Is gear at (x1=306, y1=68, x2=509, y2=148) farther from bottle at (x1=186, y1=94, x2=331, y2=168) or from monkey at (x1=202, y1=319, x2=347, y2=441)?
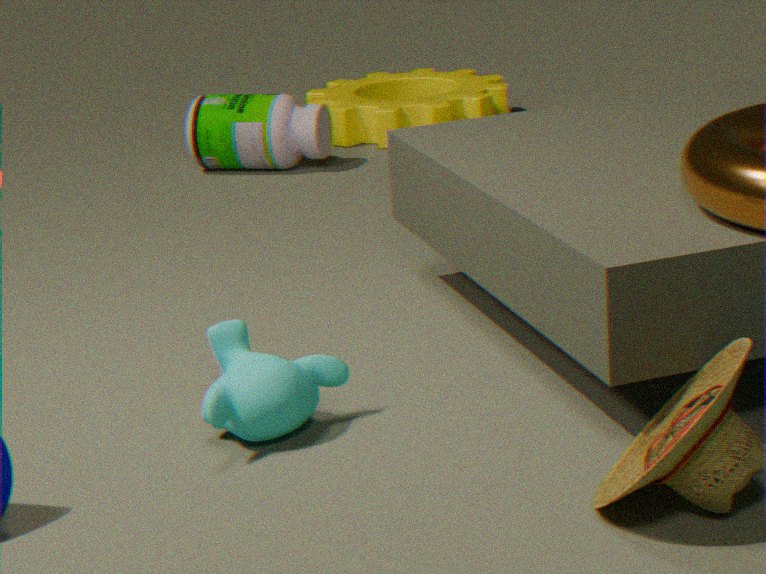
monkey at (x1=202, y1=319, x2=347, y2=441)
